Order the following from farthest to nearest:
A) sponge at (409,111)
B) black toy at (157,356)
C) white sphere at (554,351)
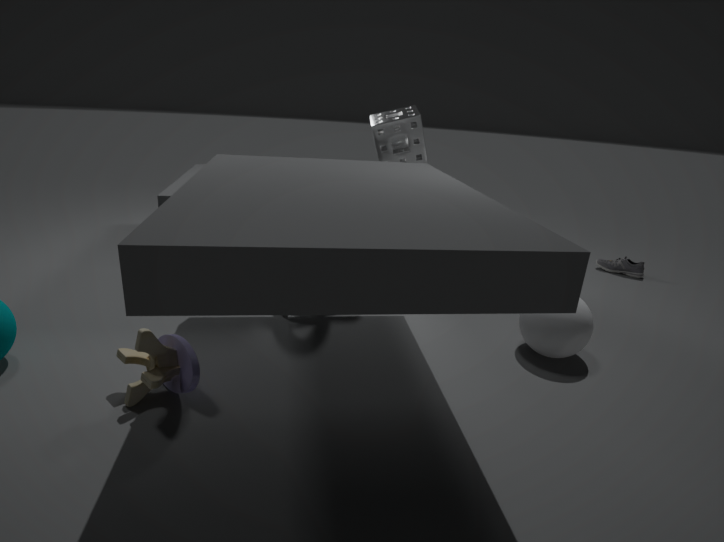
1. A. sponge at (409,111)
2. C. white sphere at (554,351)
3. B. black toy at (157,356)
